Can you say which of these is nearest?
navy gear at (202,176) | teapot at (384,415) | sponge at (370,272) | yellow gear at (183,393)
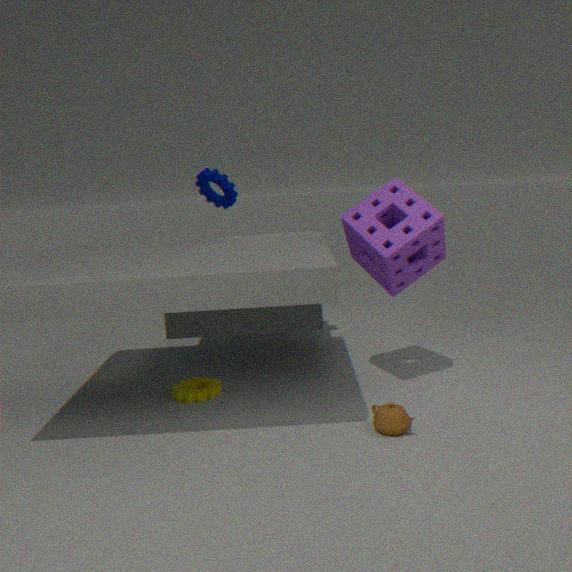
teapot at (384,415)
